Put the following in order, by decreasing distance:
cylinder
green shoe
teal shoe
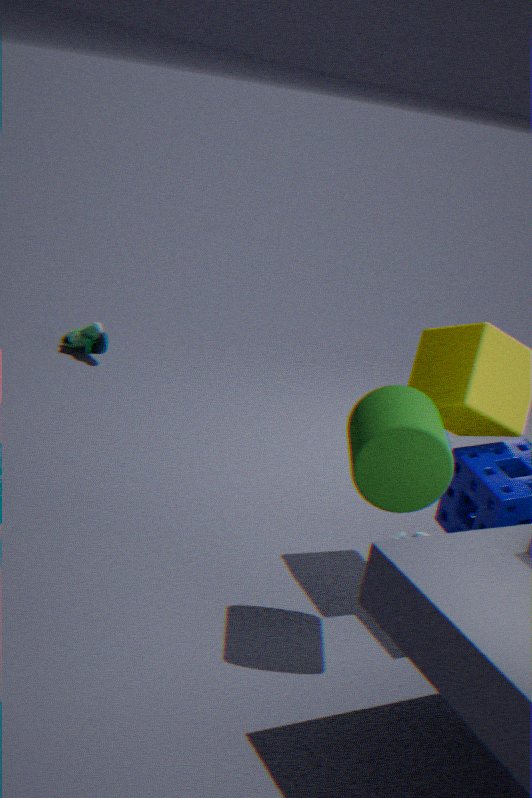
1. green shoe
2. teal shoe
3. cylinder
